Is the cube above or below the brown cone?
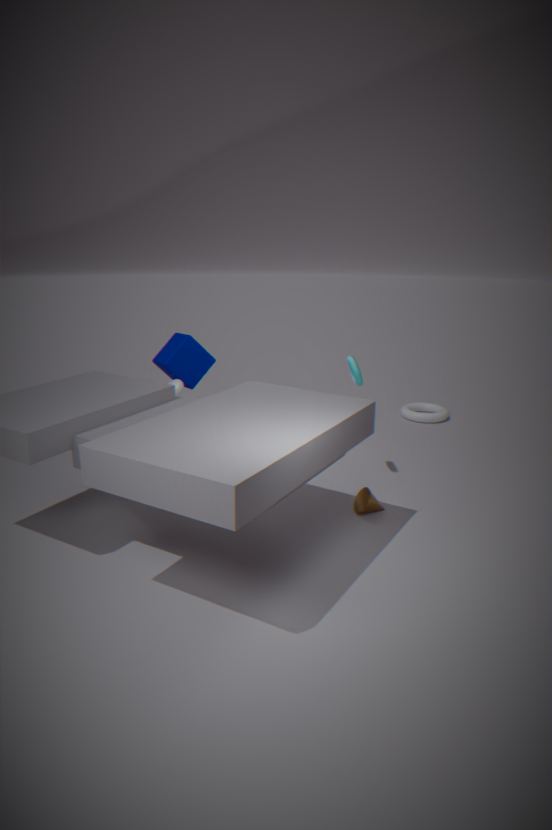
above
